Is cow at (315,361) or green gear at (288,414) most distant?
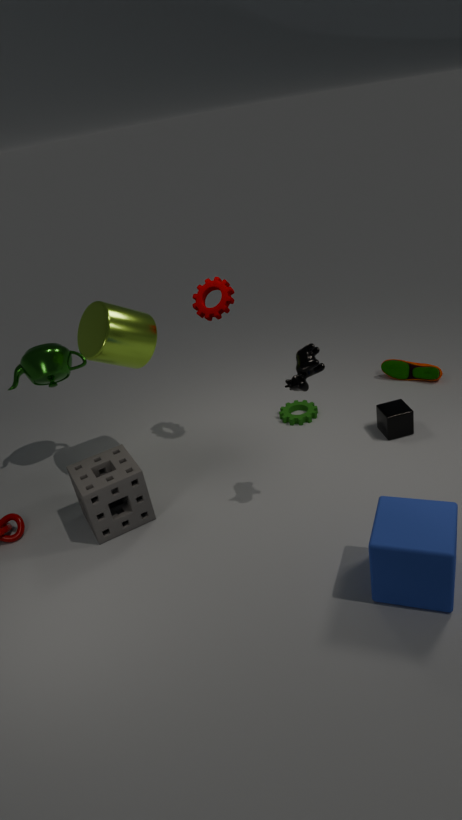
green gear at (288,414)
